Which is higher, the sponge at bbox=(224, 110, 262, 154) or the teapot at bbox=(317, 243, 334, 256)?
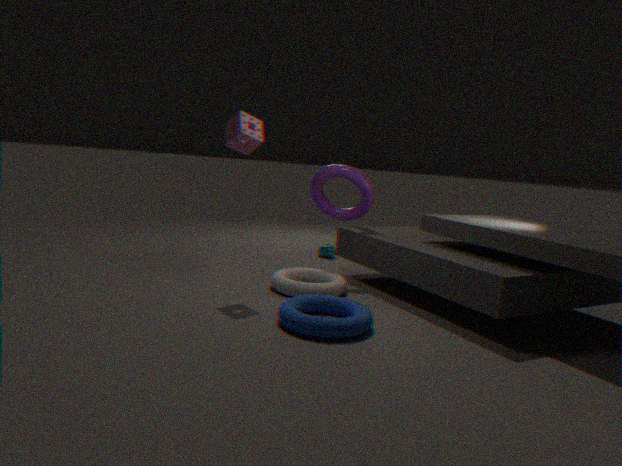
the sponge at bbox=(224, 110, 262, 154)
